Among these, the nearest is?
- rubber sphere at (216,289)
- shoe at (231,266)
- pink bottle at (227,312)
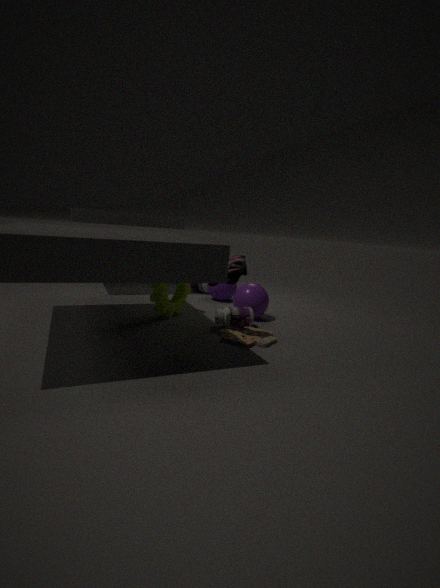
shoe at (231,266)
